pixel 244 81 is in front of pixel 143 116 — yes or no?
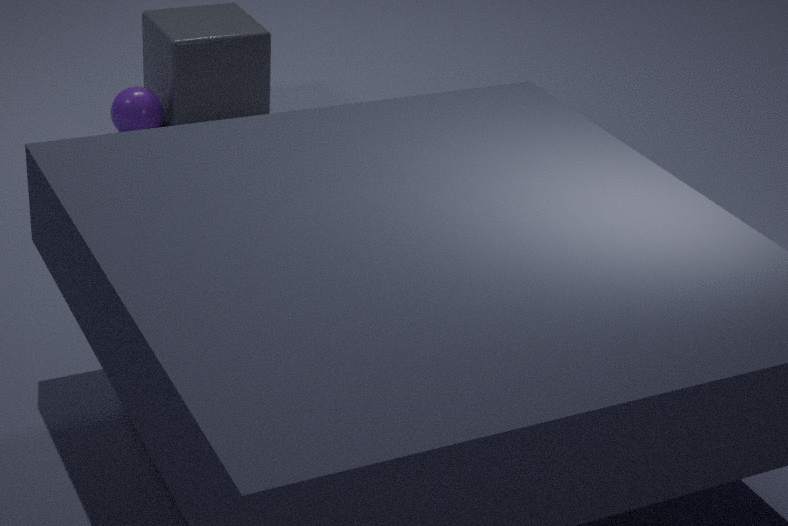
No
